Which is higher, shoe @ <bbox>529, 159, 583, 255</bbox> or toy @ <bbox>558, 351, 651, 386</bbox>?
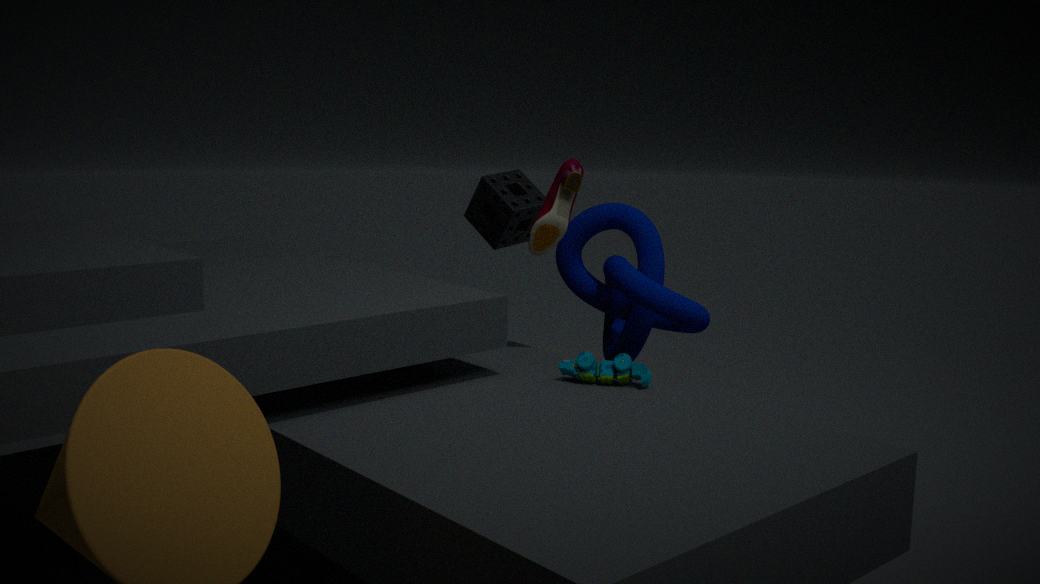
shoe @ <bbox>529, 159, 583, 255</bbox>
